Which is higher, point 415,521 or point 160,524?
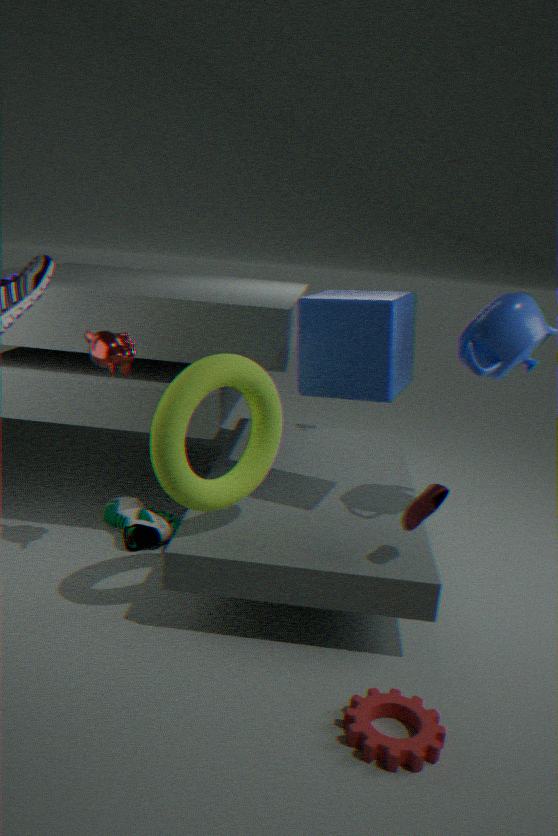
point 415,521
